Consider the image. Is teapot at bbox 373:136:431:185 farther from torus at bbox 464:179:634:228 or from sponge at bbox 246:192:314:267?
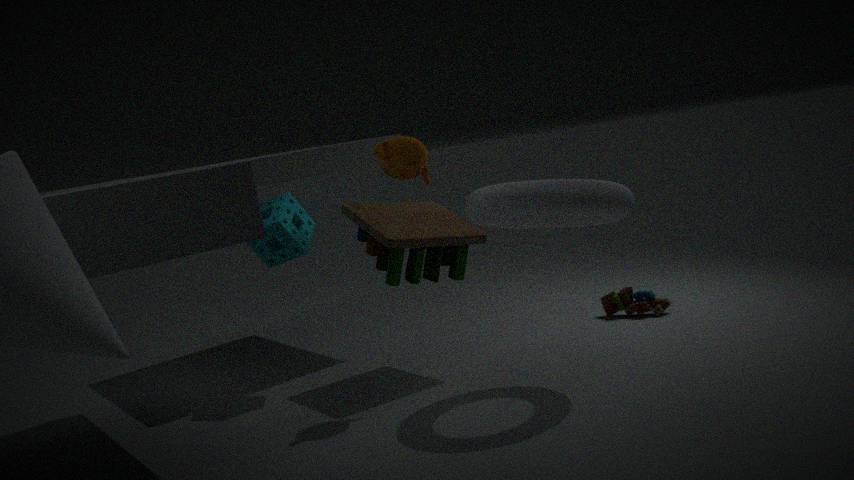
sponge at bbox 246:192:314:267
